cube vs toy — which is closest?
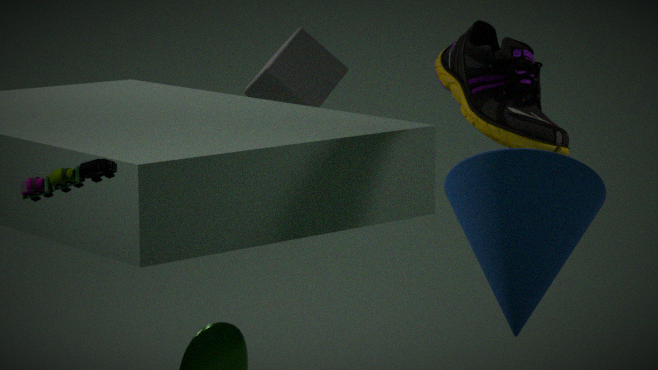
toy
